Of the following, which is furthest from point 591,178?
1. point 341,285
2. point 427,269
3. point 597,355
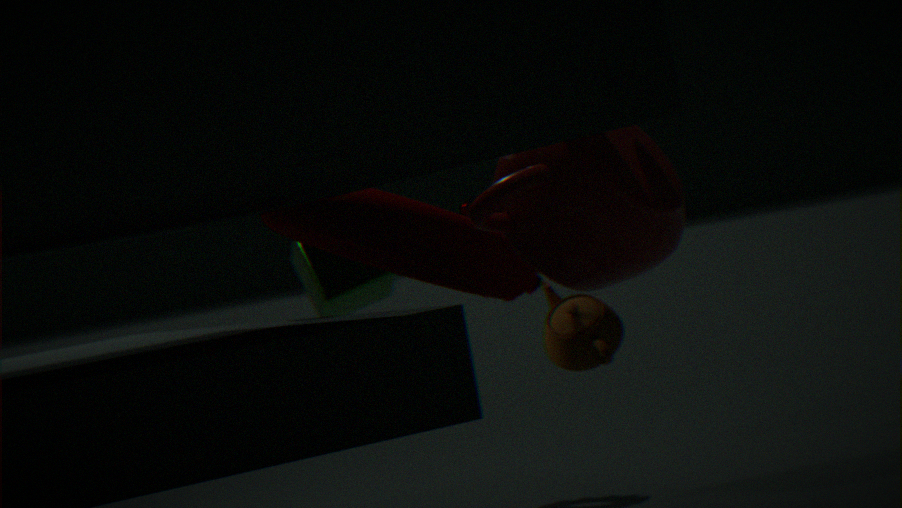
point 341,285
